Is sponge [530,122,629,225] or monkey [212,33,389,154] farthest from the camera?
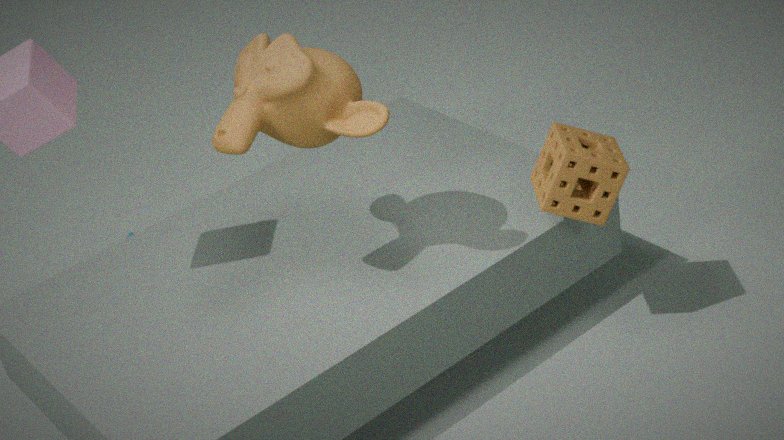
sponge [530,122,629,225]
